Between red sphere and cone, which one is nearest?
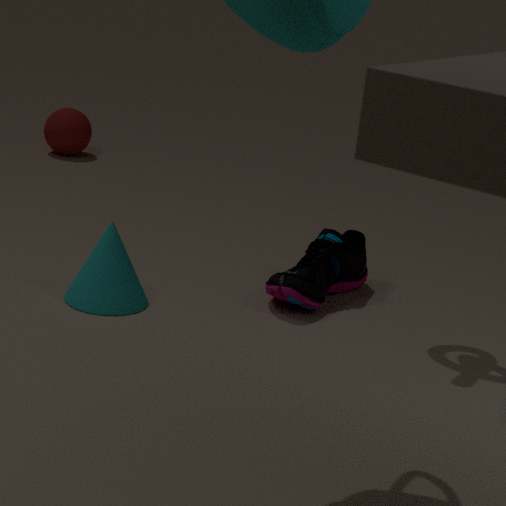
cone
